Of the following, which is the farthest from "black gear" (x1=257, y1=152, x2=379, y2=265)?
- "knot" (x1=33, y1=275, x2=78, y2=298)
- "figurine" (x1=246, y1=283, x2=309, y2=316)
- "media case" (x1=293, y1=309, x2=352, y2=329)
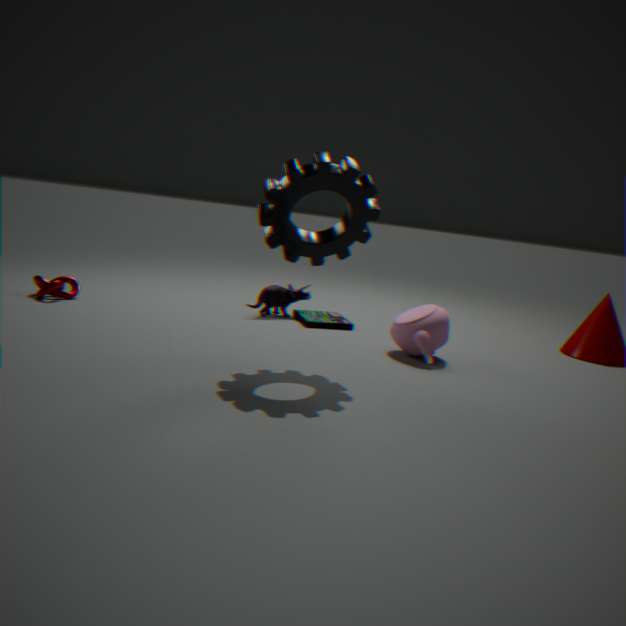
"knot" (x1=33, y1=275, x2=78, y2=298)
